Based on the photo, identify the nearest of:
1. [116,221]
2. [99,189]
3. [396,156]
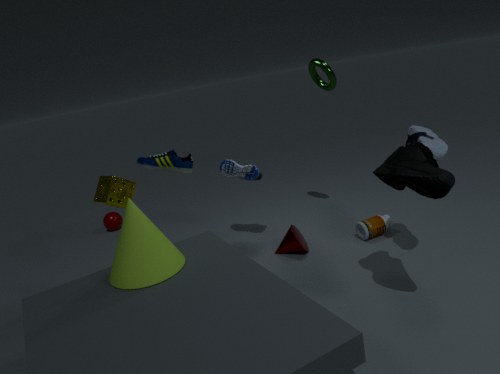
[396,156]
